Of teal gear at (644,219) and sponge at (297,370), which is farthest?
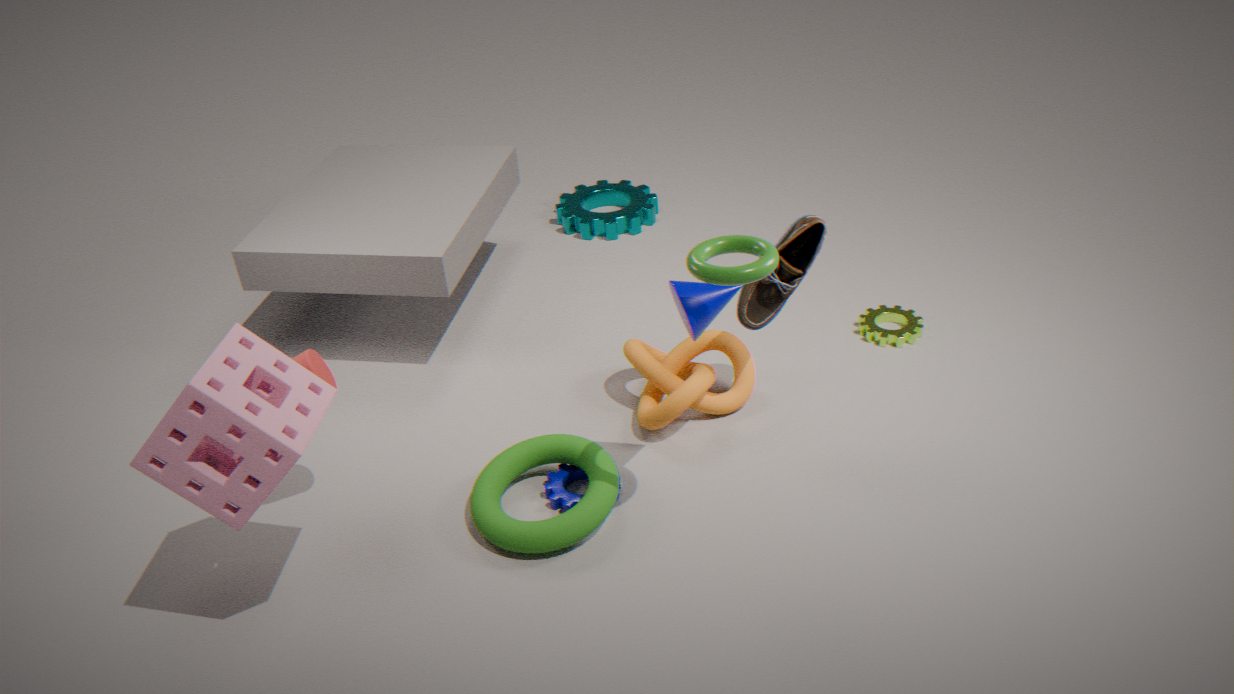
teal gear at (644,219)
